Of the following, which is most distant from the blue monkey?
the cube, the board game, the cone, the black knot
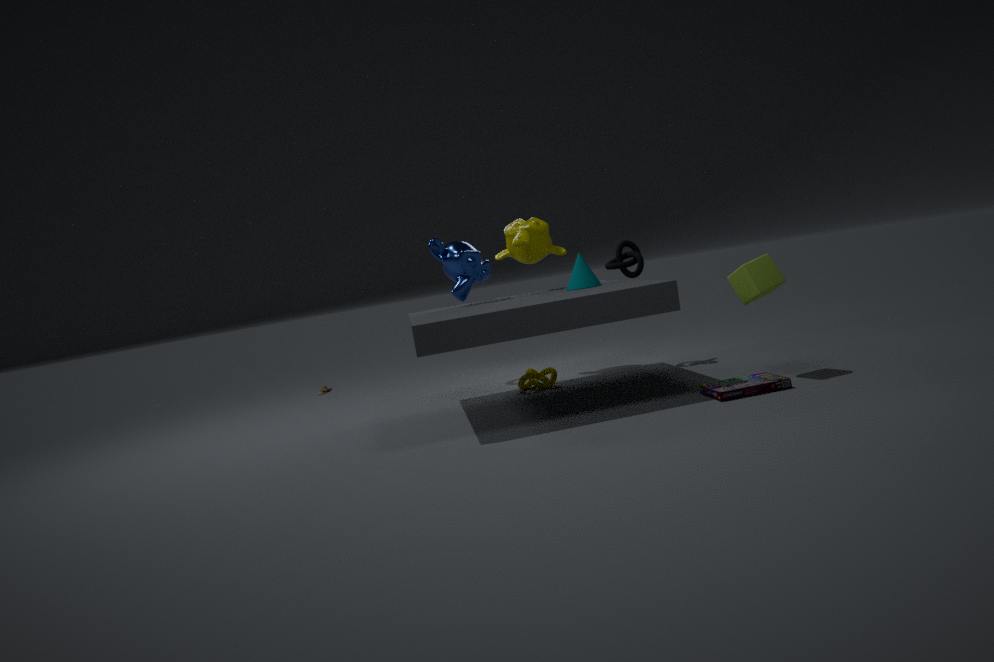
the board game
